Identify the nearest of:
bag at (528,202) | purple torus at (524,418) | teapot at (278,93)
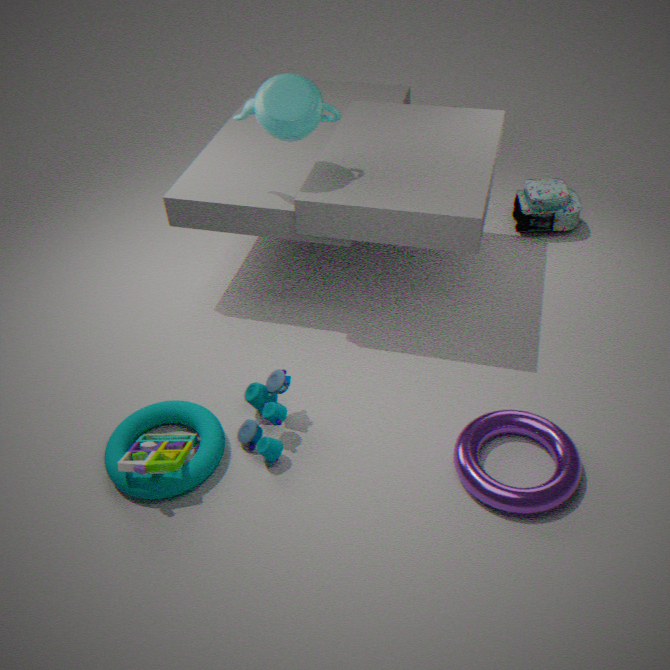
purple torus at (524,418)
